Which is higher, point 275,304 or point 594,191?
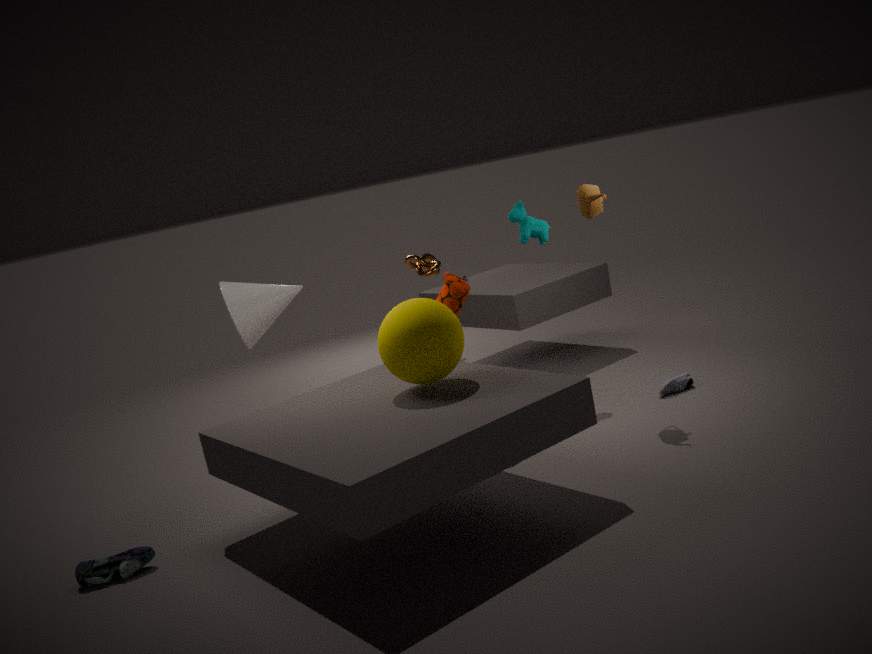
point 594,191
